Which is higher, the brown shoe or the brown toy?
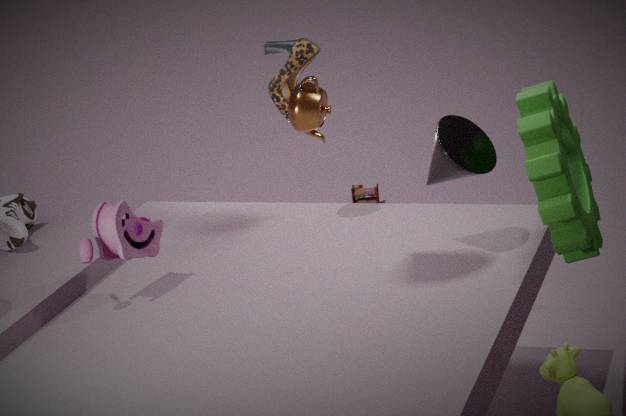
the brown shoe
